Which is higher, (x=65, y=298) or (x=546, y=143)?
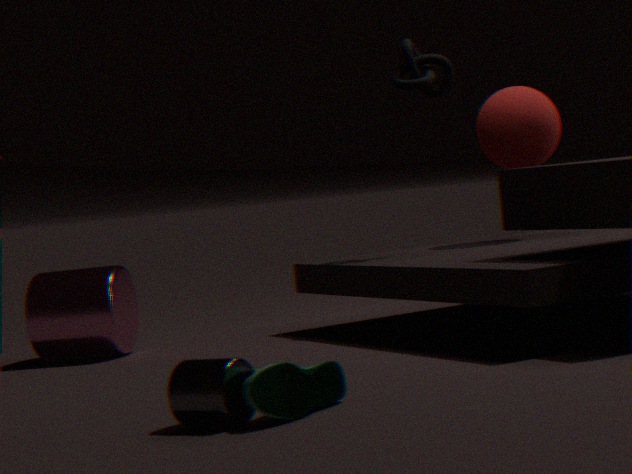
(x=546, y=143)
